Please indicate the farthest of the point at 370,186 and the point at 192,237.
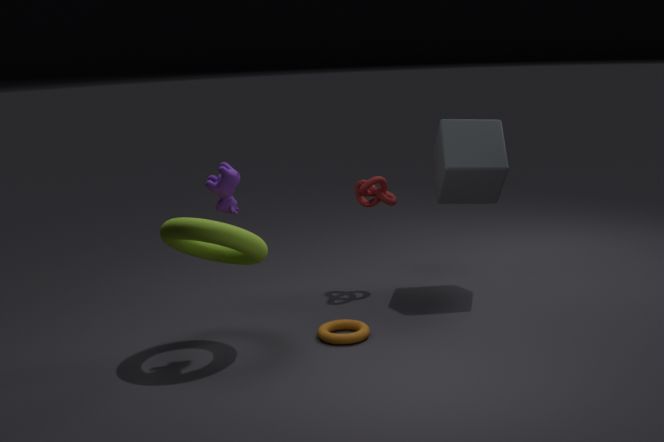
the point at 370,186
